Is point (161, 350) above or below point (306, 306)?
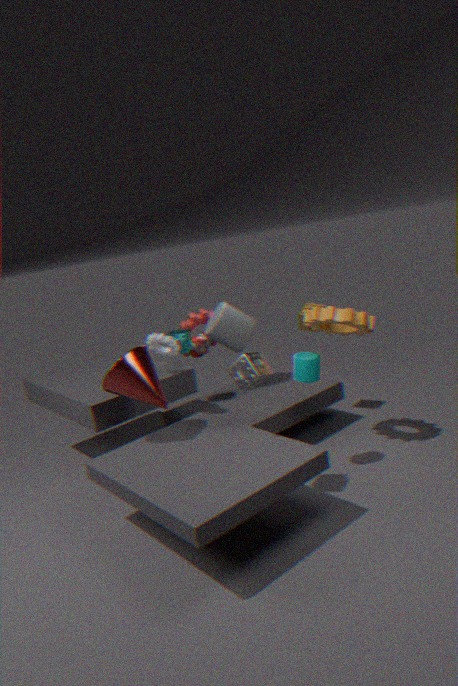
above
